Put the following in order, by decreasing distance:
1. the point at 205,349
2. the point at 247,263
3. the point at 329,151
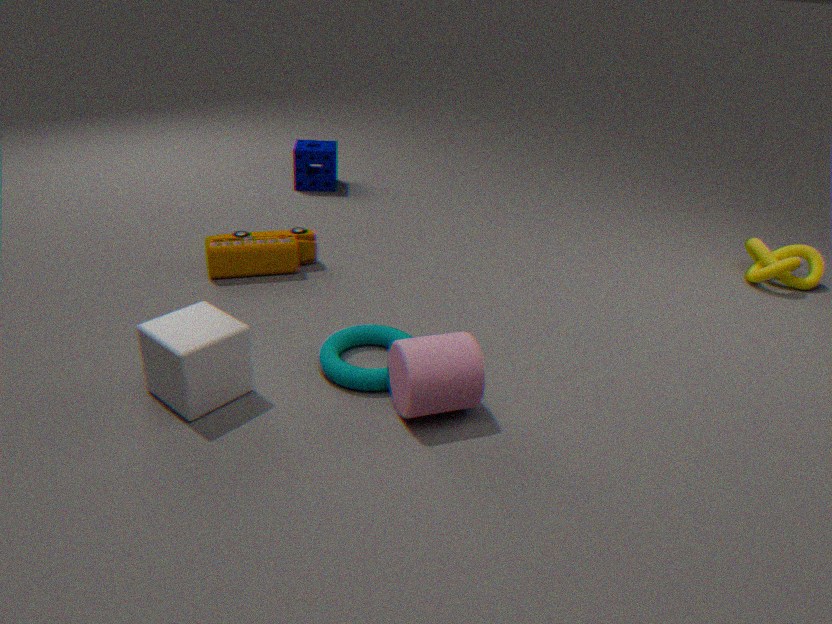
the point at 329,151 < the point at 247,263 < the point at 205,349
